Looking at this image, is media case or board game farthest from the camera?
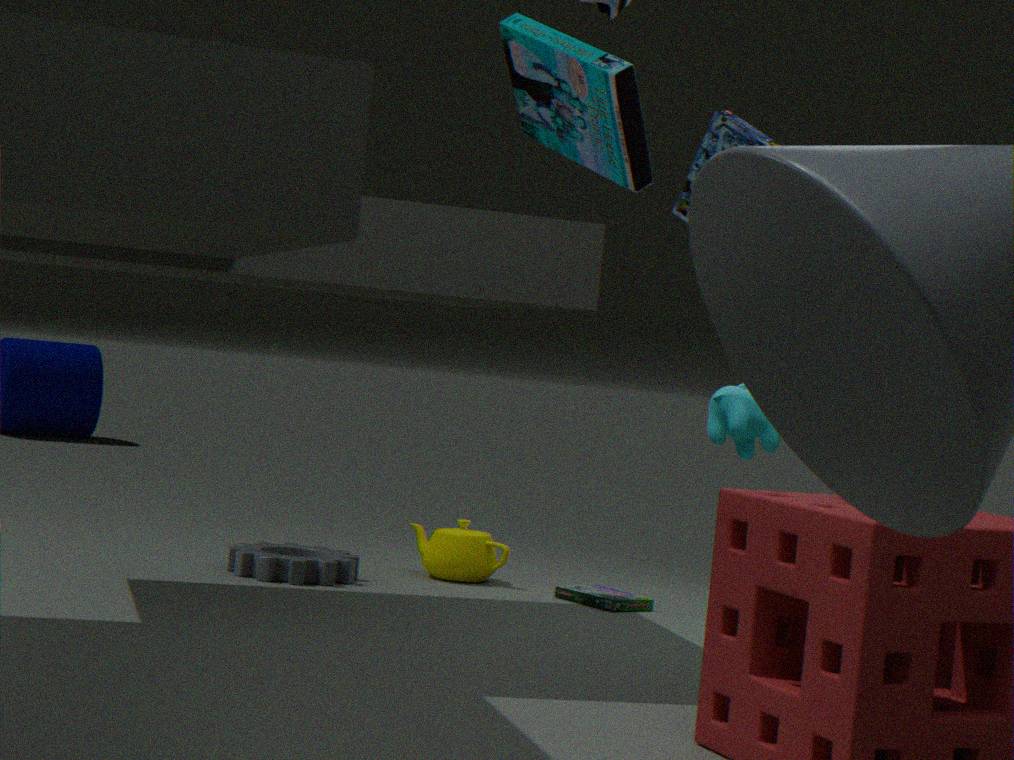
board game
